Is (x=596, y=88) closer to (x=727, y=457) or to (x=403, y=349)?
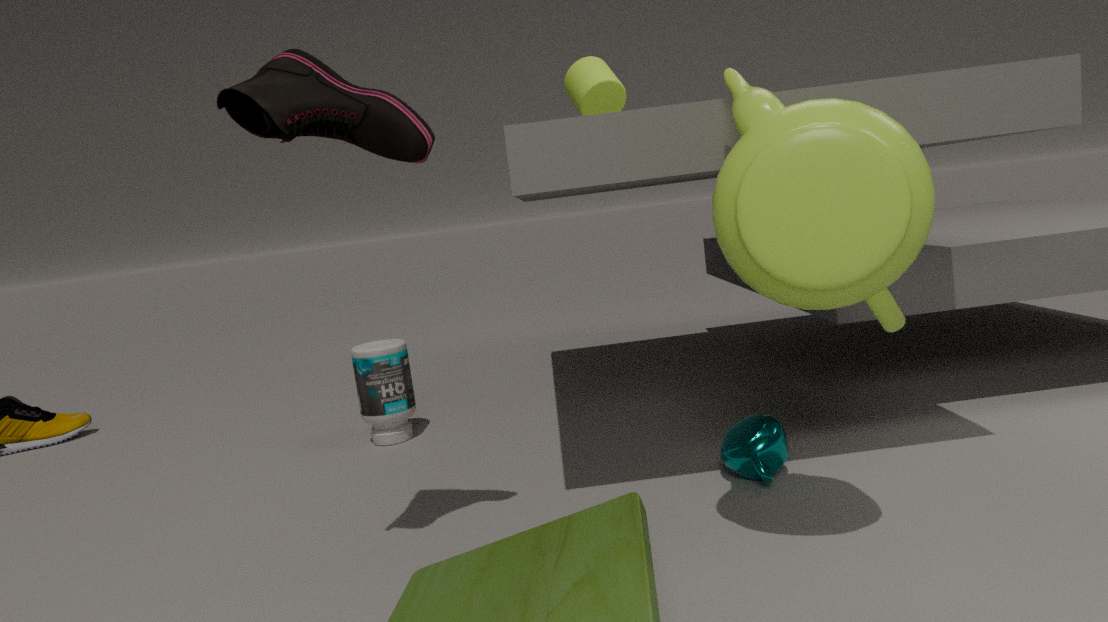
(x=403, y=349)
